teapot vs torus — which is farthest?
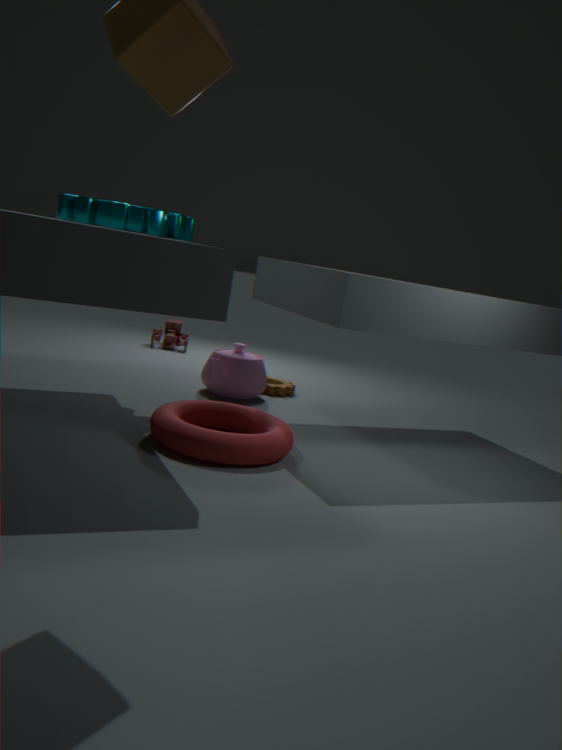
teapot
